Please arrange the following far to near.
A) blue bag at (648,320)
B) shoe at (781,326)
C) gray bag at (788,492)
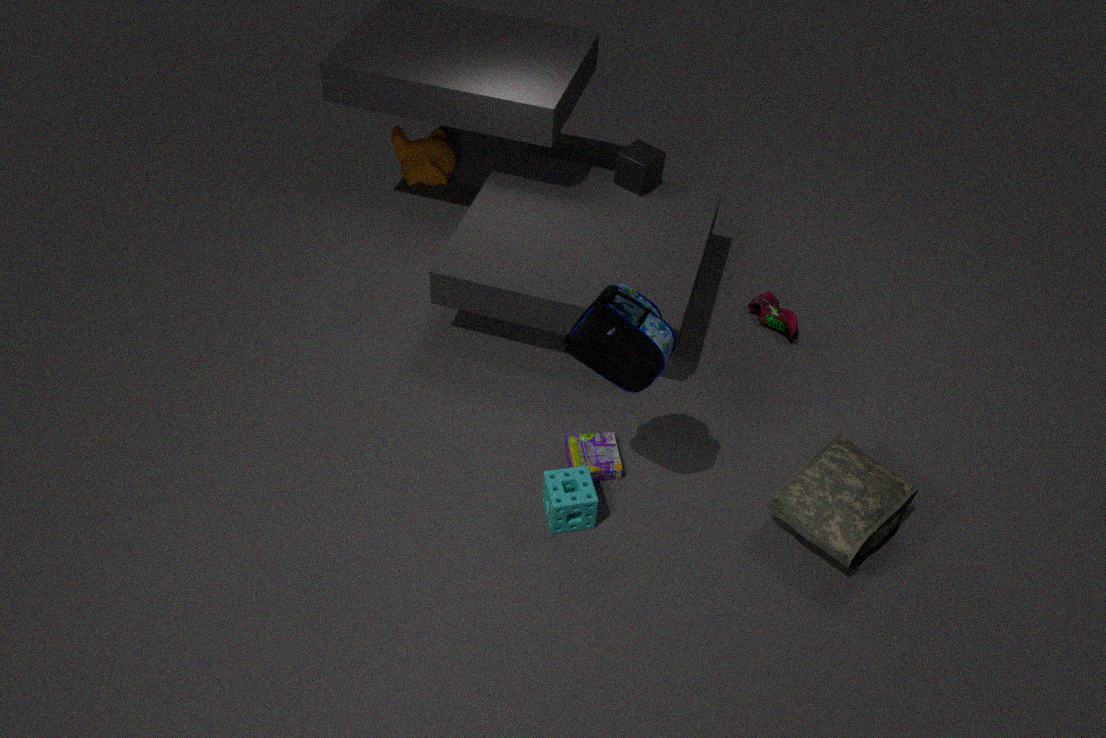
1. shoe at (781,326)
2. gray bag at (788,492)
3. blue bag at (648,320)
